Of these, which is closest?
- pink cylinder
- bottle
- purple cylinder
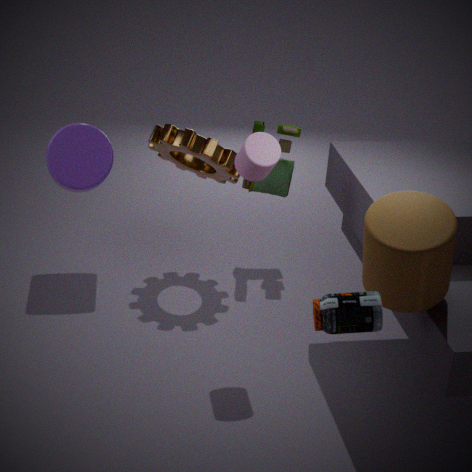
bottle
